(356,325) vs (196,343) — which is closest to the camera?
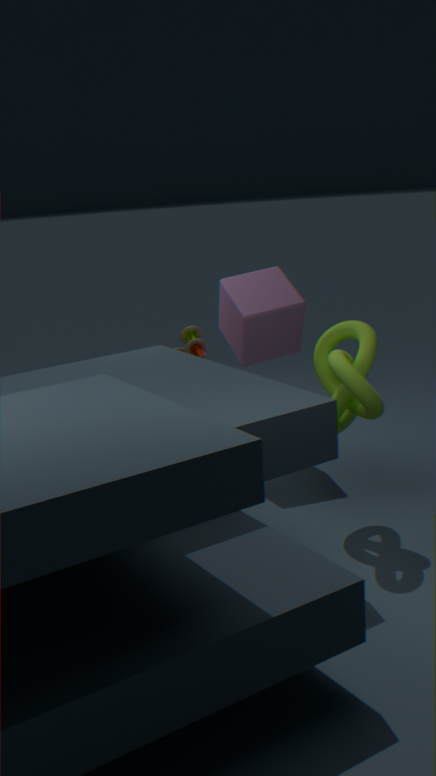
(356,325)
